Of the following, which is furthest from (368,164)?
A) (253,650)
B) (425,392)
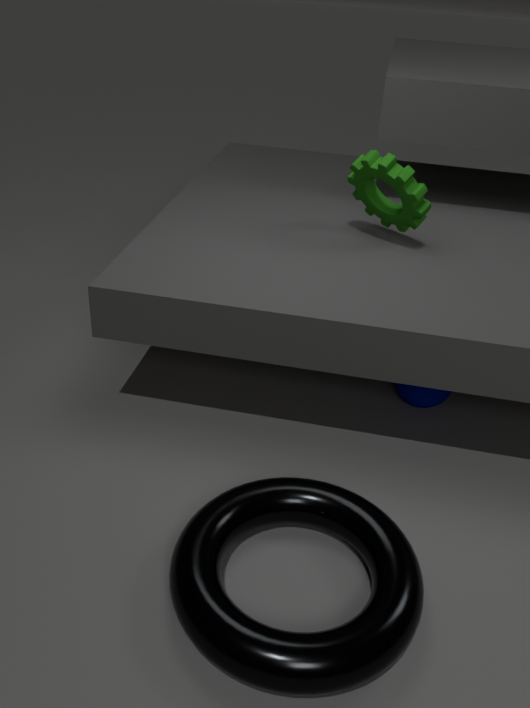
(253,650)
